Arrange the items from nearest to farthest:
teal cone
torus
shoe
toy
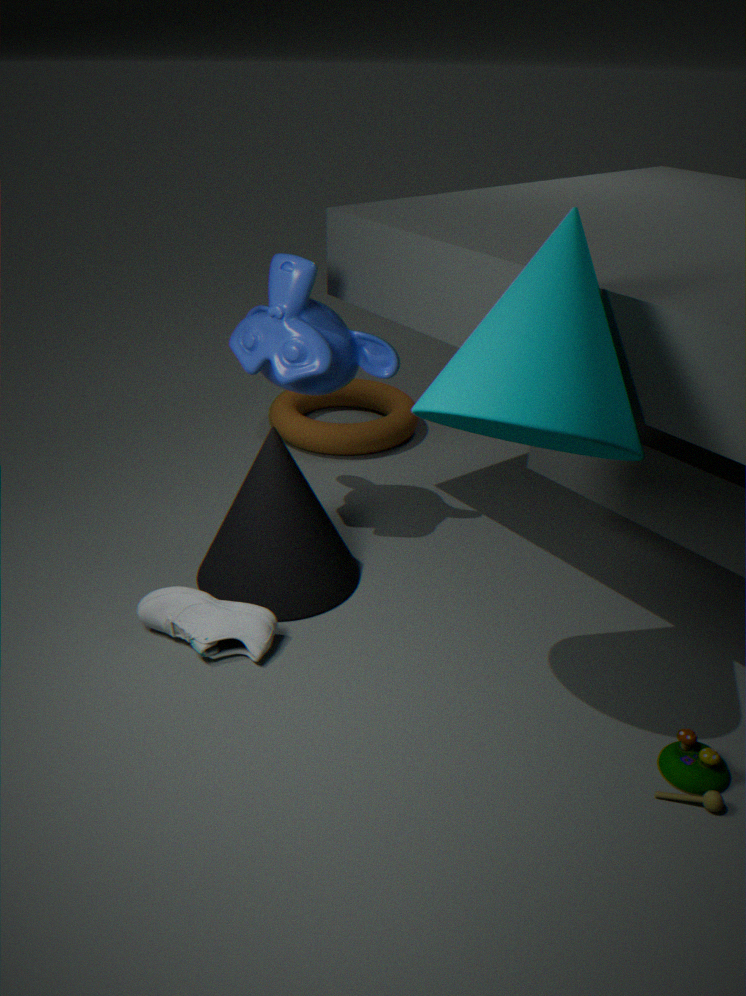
teal cone → toy → shoe → torus
